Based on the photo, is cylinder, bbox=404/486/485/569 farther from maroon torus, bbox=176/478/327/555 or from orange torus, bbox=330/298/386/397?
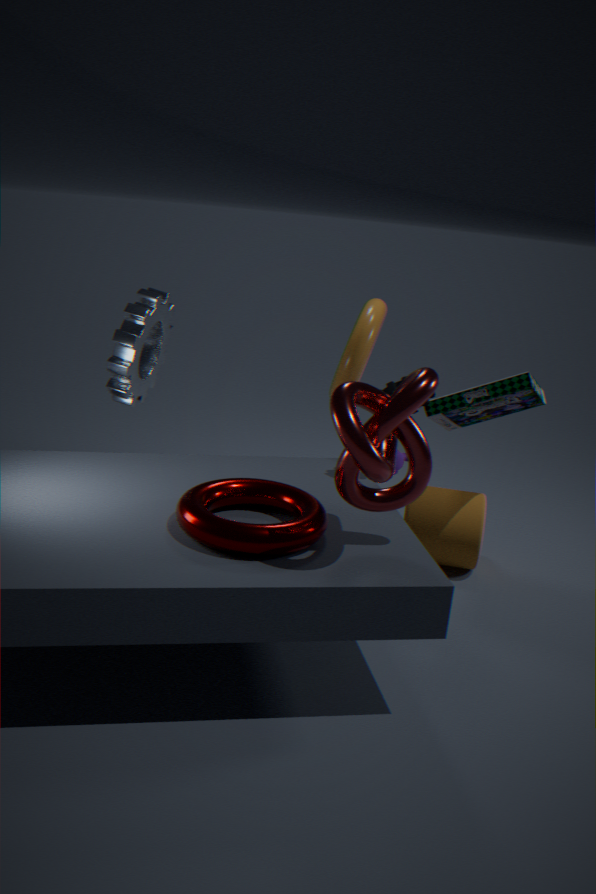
maroon torus, bbox=176/478/327/555
